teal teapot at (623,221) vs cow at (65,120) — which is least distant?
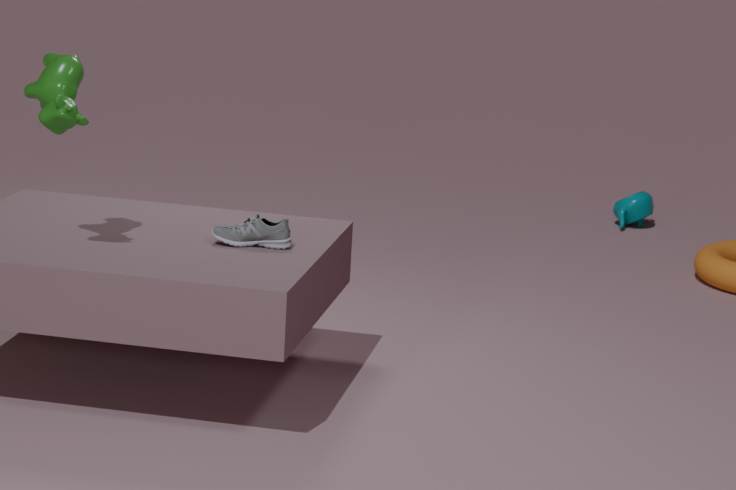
cow at (65,120)
